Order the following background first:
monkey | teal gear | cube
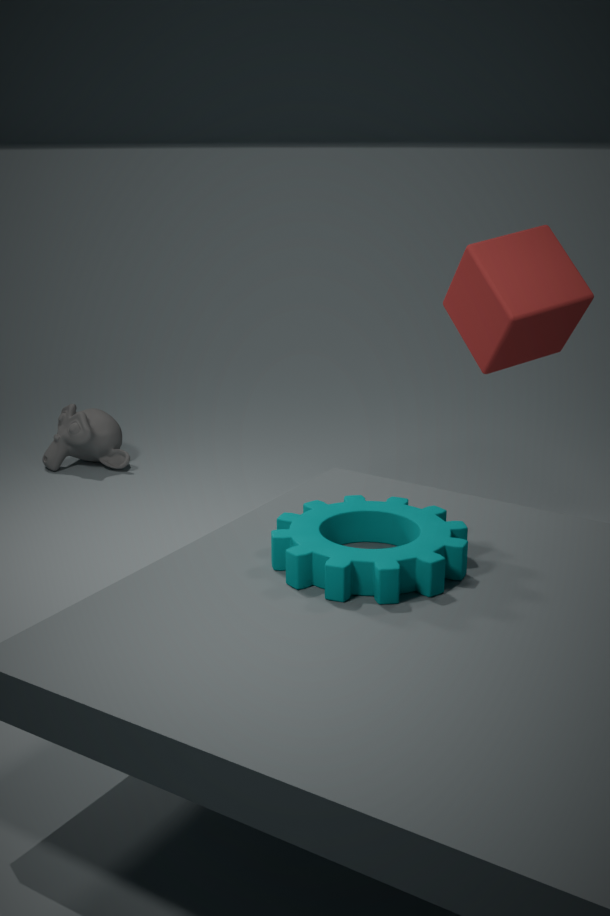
monkey, cube, teal gear
